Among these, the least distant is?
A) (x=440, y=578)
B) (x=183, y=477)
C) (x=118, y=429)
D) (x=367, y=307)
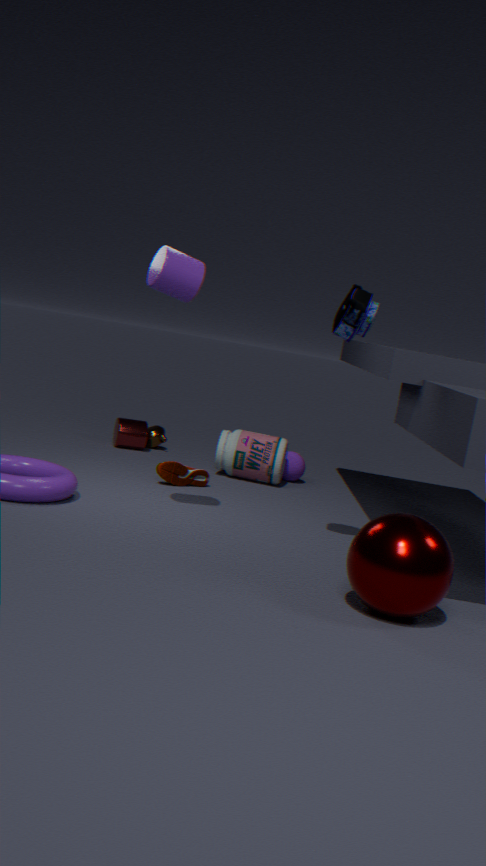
(x=440, y=578)
